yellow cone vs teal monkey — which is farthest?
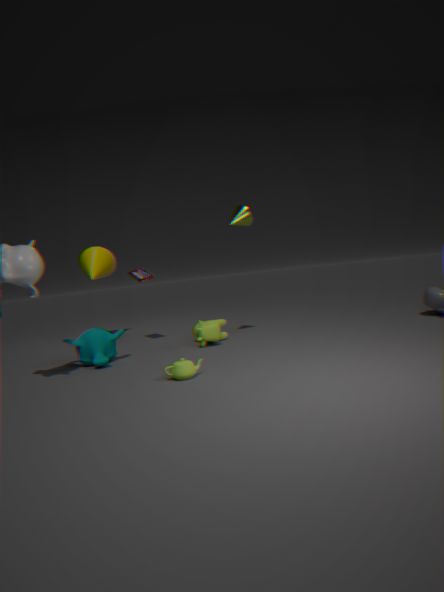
yellow cone
